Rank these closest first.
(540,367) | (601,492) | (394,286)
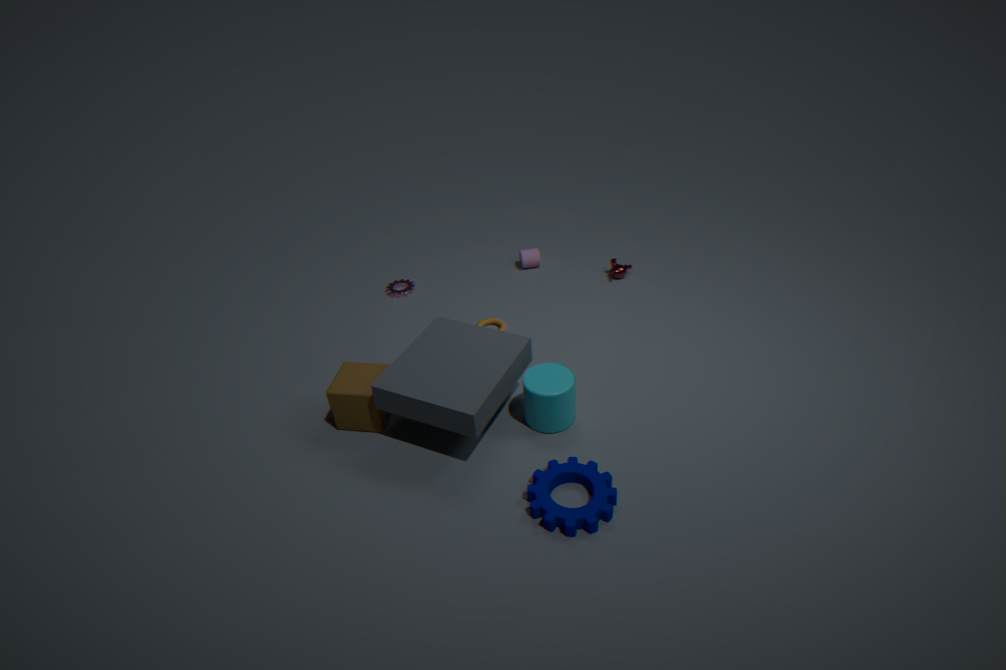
(601,492)
(540,367)
(394,286)
